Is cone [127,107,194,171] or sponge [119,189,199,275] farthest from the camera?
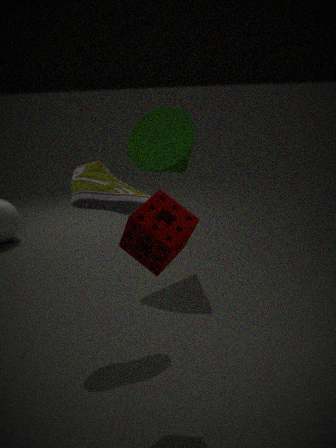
cone [127,107,194,171]
